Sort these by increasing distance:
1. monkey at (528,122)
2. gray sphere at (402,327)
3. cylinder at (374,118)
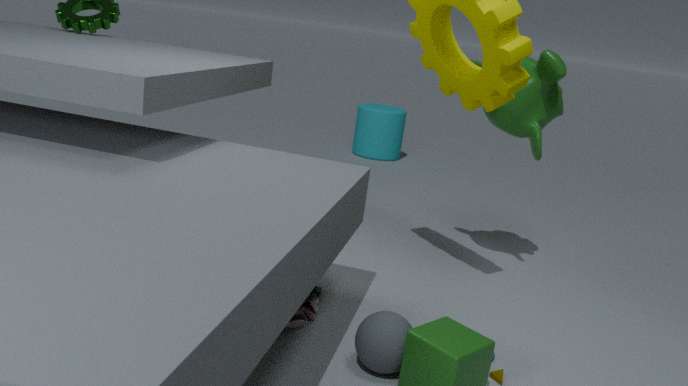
gray sphere at (402,327) → monkey at (528,122) → cylinder at (374,118)
